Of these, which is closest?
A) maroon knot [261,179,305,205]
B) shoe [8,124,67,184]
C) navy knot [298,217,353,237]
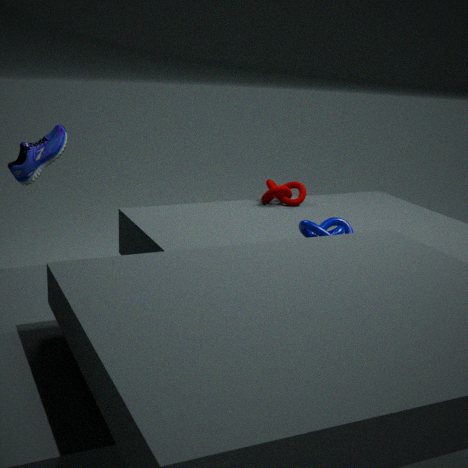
navy knot [298,217,353,237]
